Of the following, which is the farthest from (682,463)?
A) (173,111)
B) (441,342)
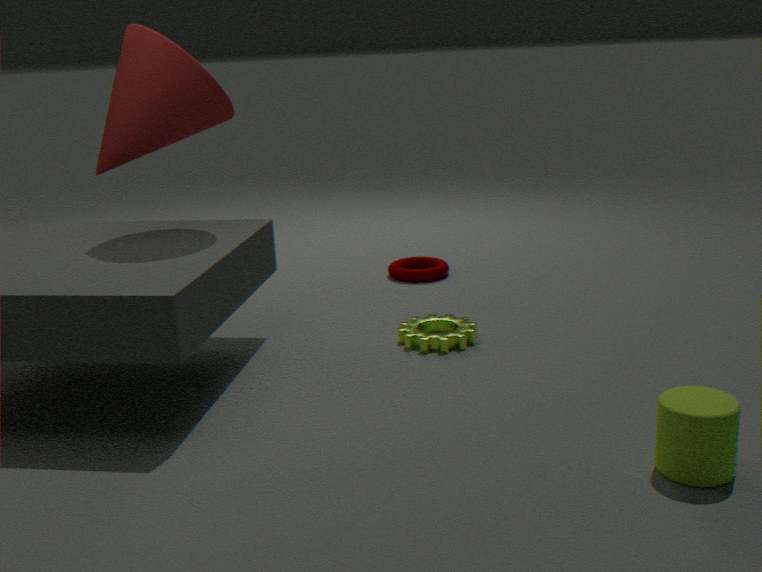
(173,111)
